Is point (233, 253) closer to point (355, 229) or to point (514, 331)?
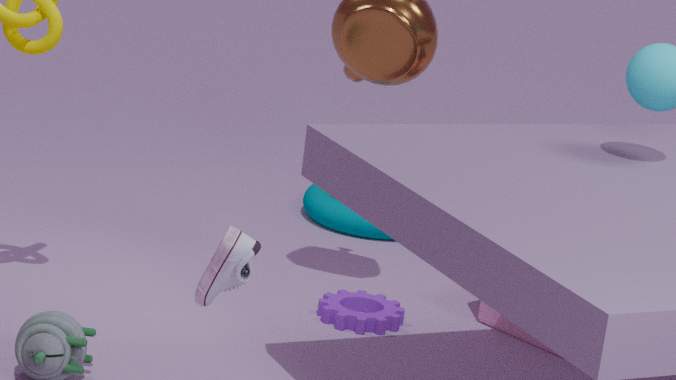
point (514, 331)
